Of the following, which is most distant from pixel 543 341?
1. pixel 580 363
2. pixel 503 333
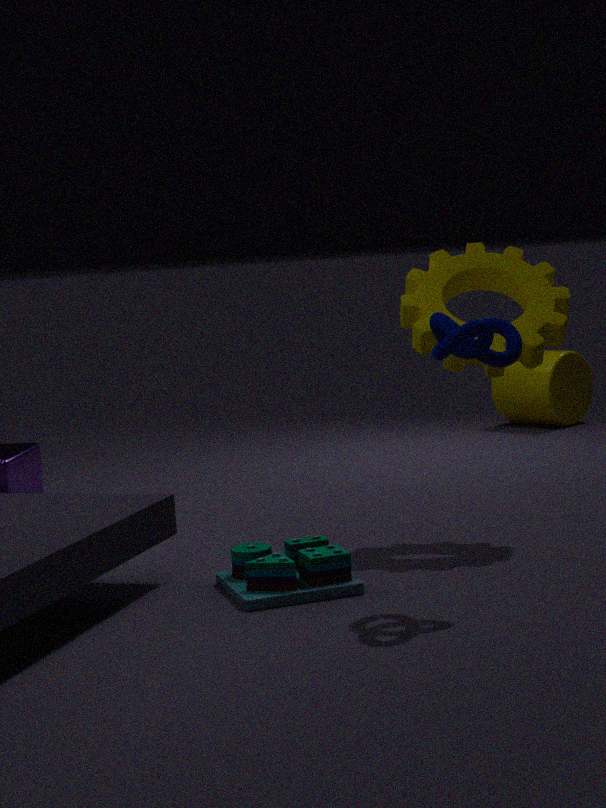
pixel 580 363
